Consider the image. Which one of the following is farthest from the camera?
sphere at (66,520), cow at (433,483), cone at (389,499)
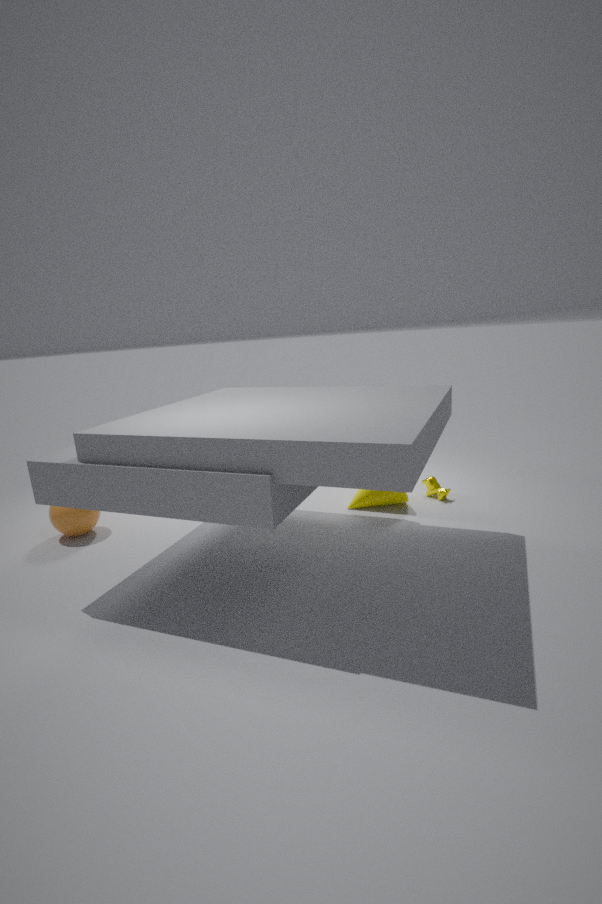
cow at (433,483)
